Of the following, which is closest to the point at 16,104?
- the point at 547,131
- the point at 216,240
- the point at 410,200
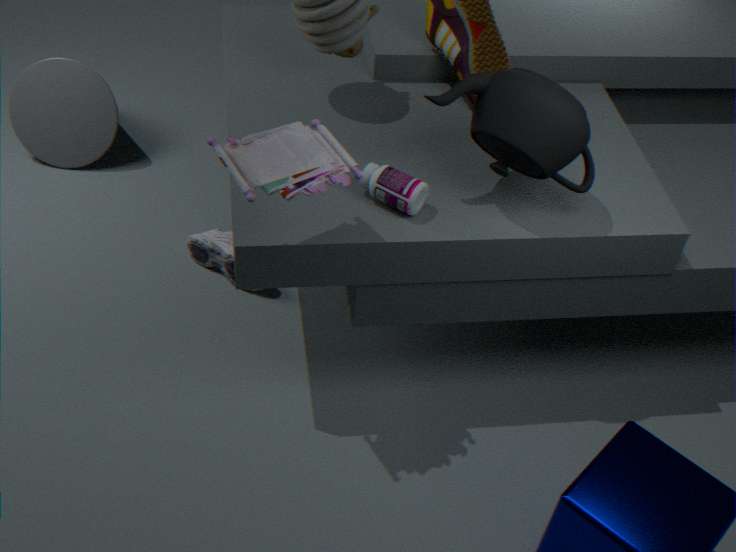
the point at 216,240
